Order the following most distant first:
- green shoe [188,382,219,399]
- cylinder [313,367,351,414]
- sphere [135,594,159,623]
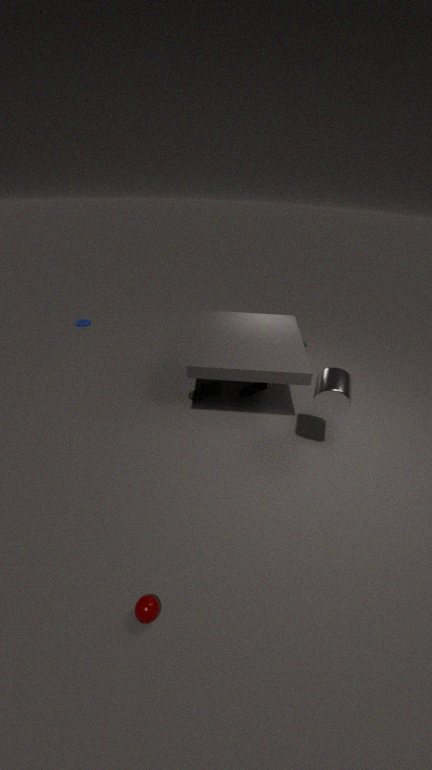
green shoe [188,382,219,399], cylinder [313,367,351,414], sphere [135,594,159,623]
